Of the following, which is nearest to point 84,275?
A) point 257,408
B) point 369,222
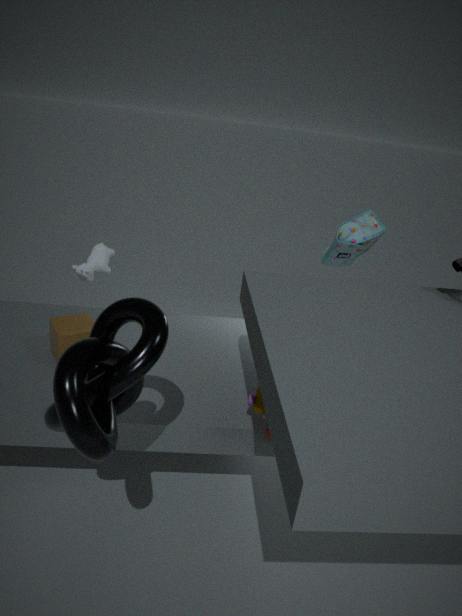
point 257,408
